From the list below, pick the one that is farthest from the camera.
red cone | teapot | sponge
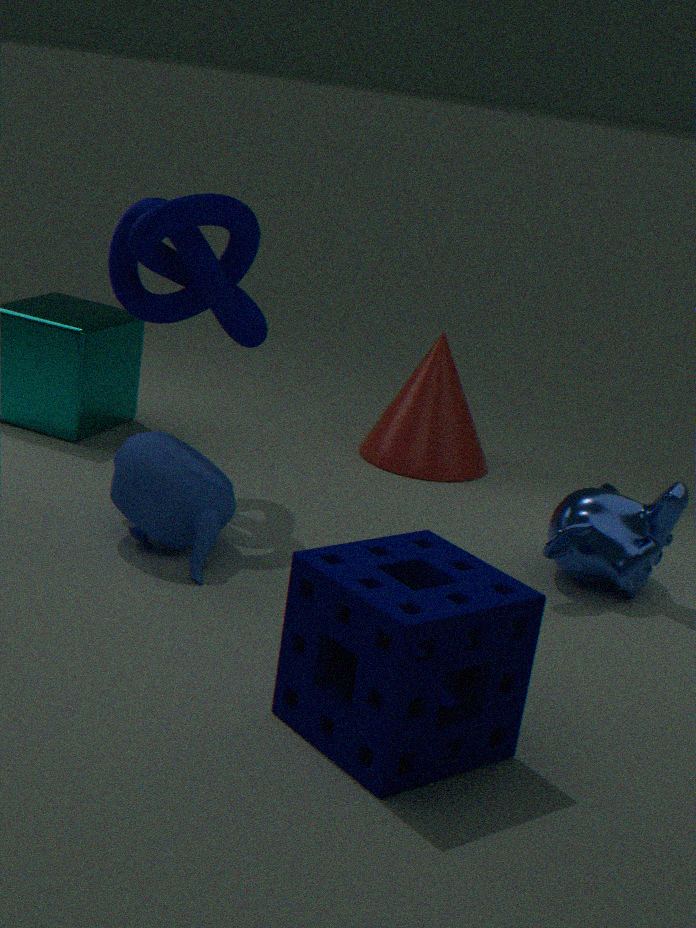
red cone
